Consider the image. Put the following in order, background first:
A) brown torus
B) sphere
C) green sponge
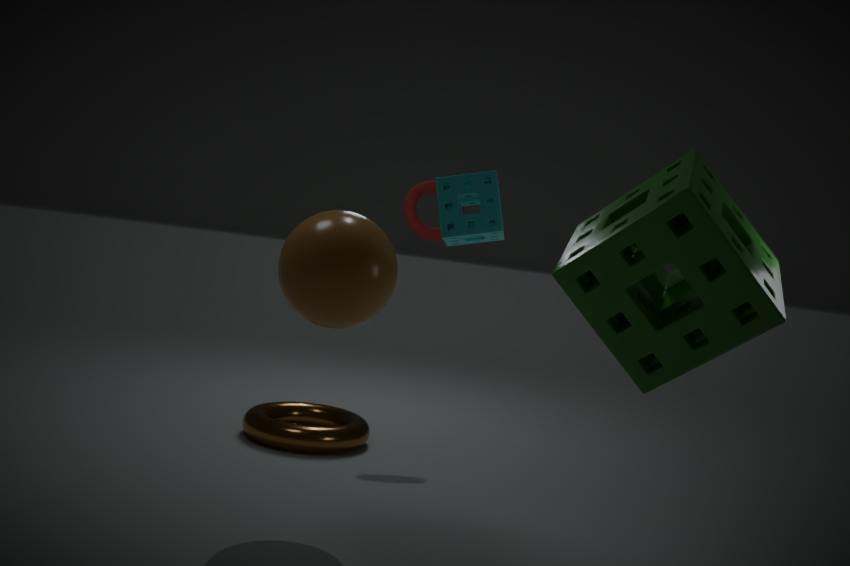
brown torus, sphere, green sponge
